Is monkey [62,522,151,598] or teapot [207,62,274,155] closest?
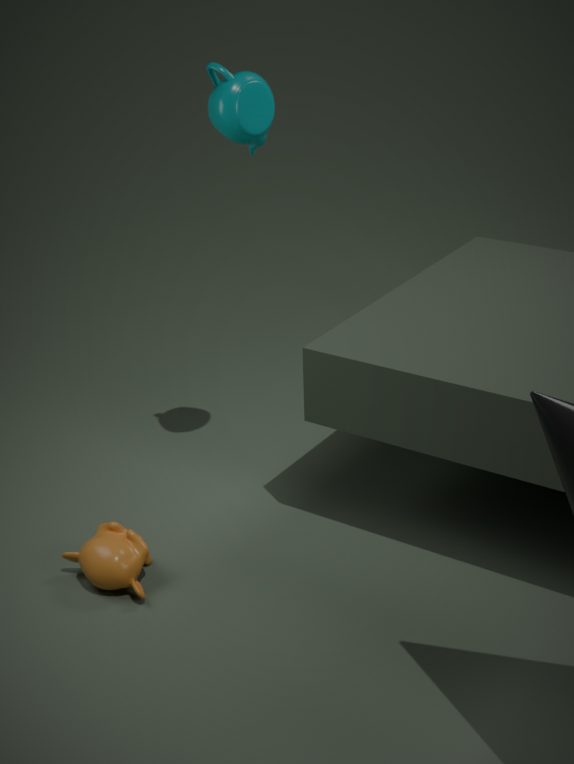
teapot [207,62,274,155]
